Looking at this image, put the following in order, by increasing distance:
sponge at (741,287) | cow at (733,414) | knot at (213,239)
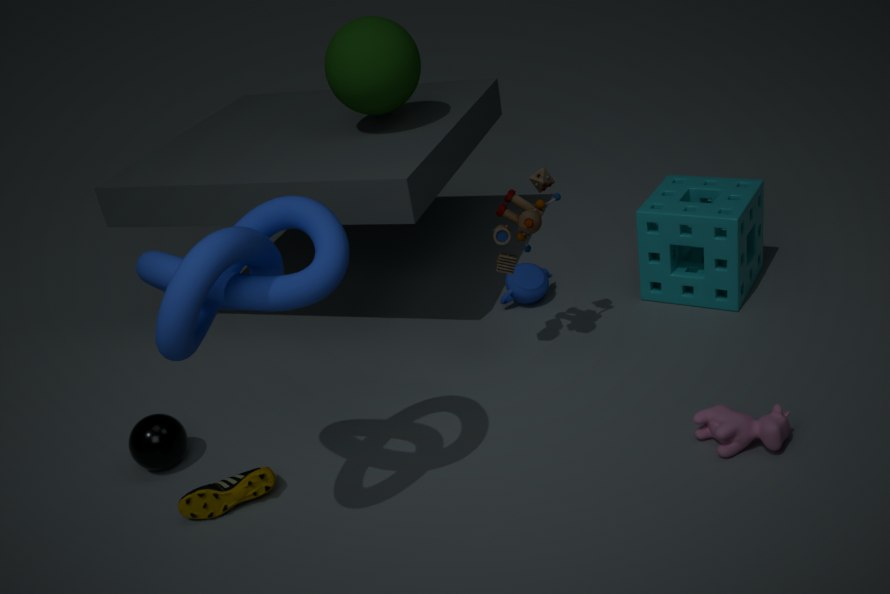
1. knot at (213,239)
2. cow at (733,414)
3. sponge at (741,287)
